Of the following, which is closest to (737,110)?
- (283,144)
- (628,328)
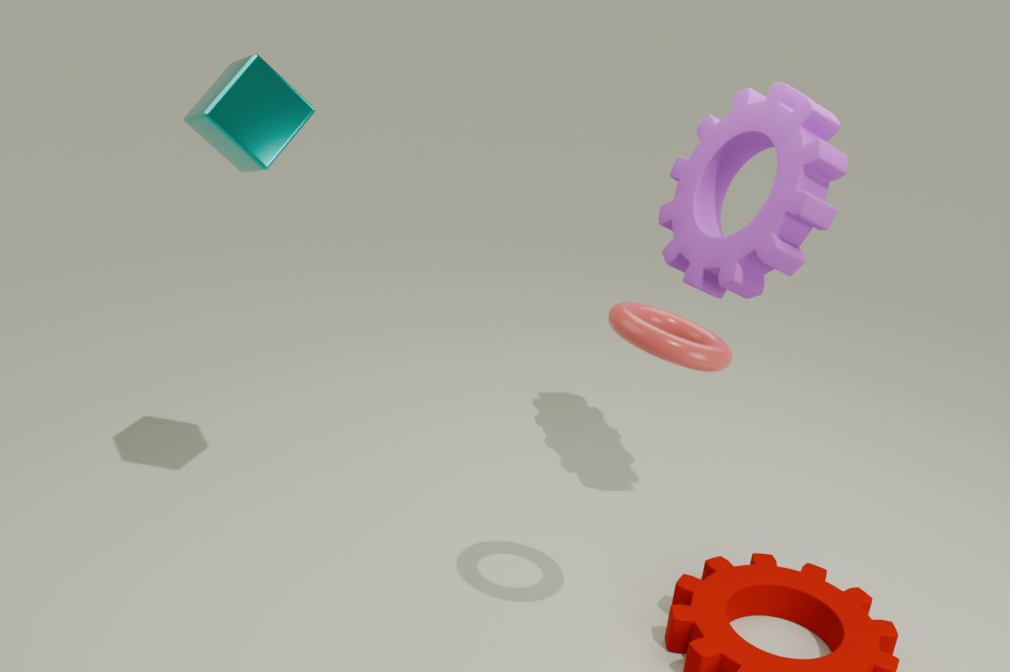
(628,328)
